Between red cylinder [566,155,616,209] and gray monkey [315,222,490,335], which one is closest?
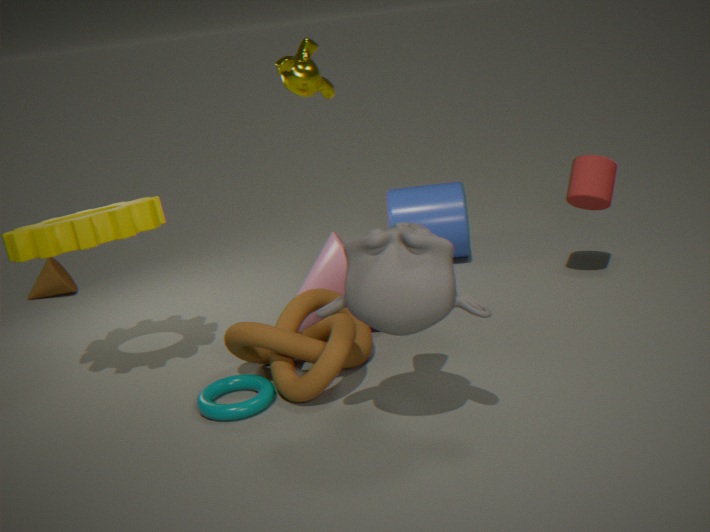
gray monkey [315,222,490,335]
